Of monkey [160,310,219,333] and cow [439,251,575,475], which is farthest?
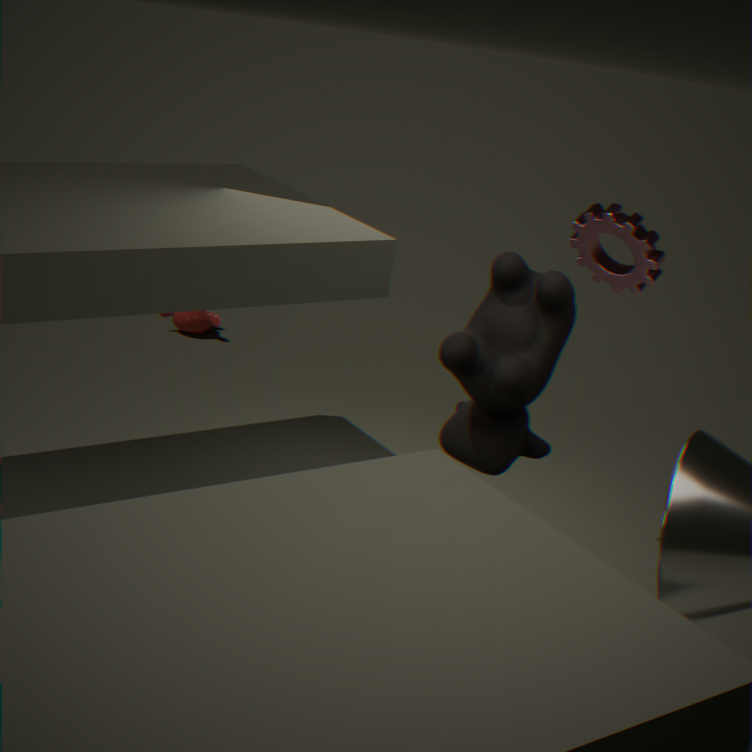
monkey [160,310,219,333]
